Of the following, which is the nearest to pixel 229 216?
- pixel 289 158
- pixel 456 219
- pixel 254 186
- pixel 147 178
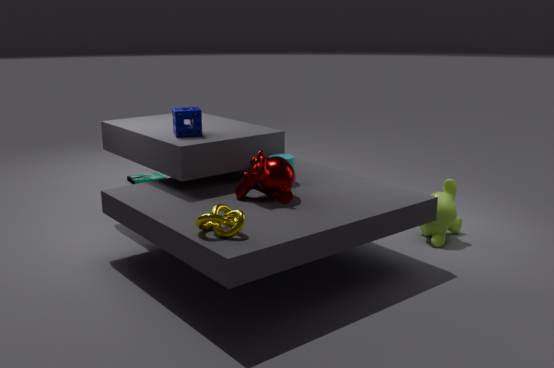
pixel 254 186
